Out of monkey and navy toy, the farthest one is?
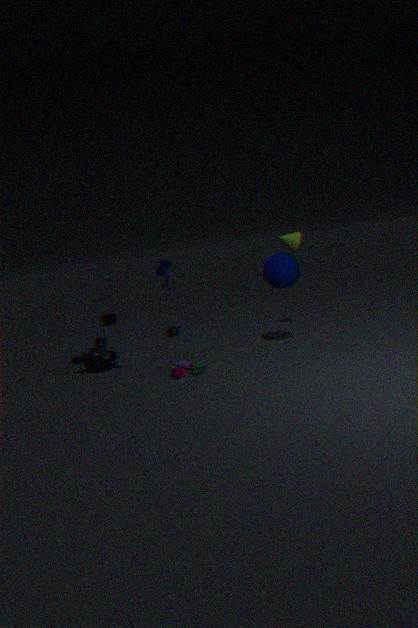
navy toy
